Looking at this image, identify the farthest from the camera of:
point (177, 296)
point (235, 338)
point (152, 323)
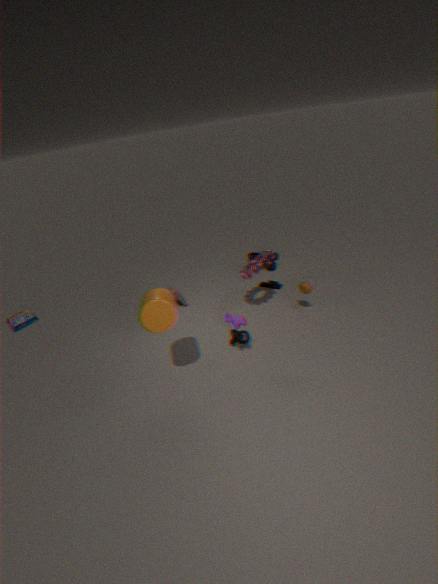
point (177, 296)
